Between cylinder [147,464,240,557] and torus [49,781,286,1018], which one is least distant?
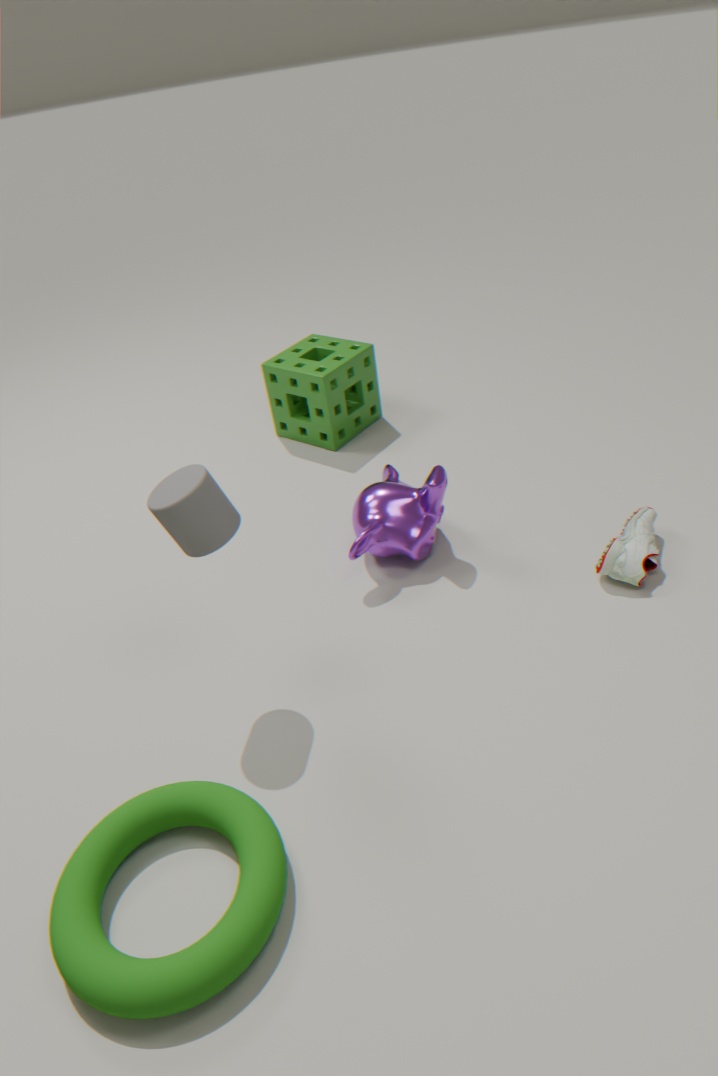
torus [49,781,286,1018]
